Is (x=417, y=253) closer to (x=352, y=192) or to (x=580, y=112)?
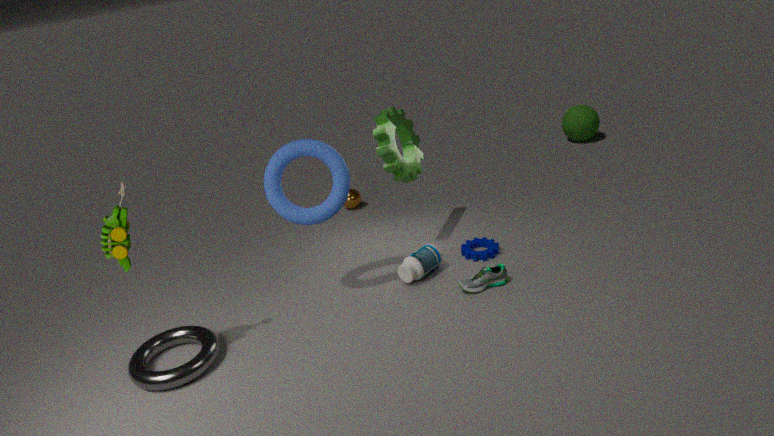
(x=352, y=192)
